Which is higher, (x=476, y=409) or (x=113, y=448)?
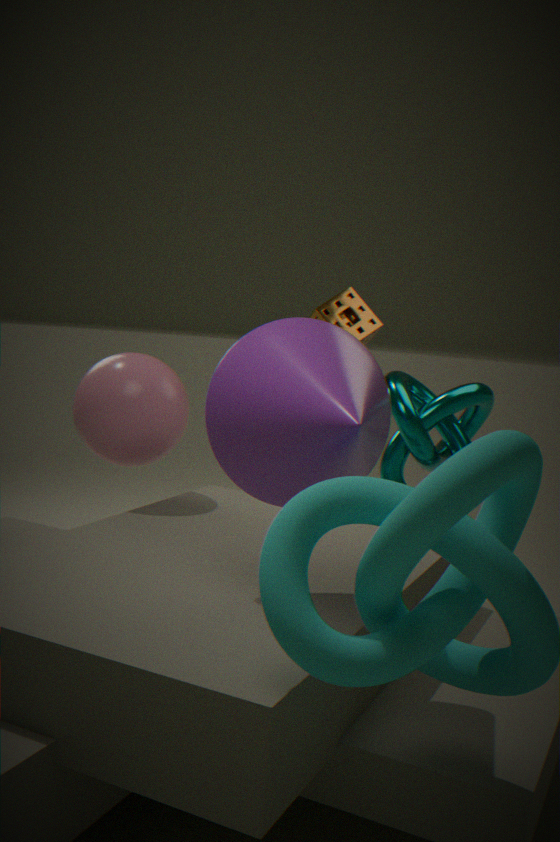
(x=113, y=448)
